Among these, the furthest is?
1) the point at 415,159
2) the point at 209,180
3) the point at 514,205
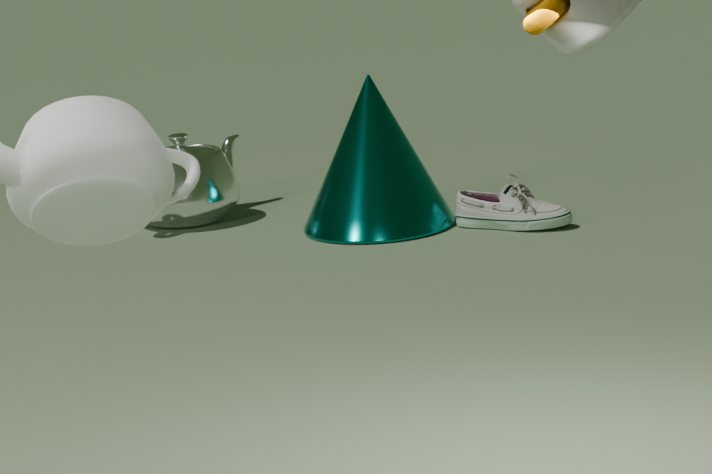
2. the point at 209,180
